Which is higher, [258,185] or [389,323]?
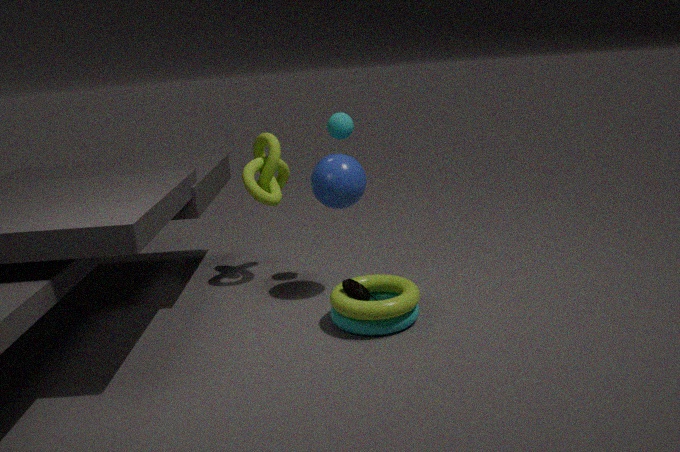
[258,185]
